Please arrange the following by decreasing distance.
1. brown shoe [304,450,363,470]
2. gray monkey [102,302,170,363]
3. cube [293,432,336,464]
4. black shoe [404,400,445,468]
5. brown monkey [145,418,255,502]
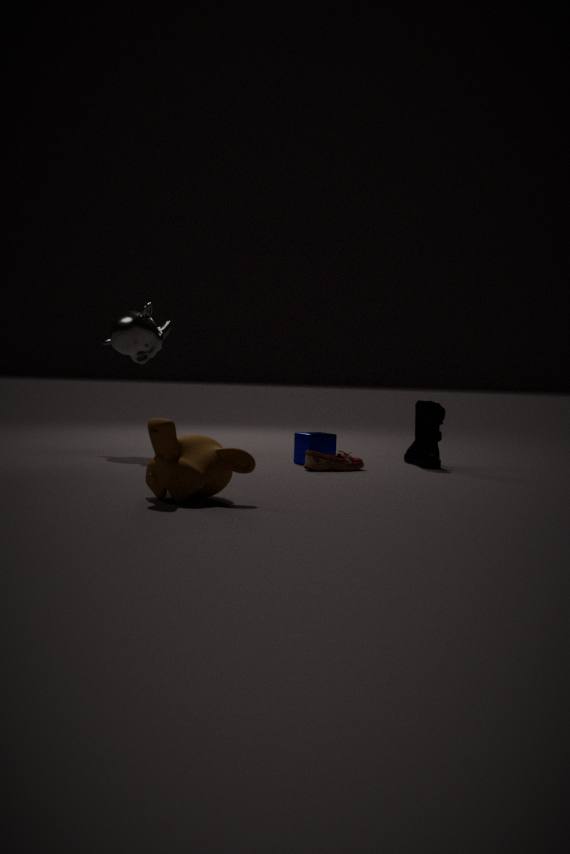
gray monkey [102,302,170,363] < black shoe [404,400,445,468] < cube [293,432,336,464] < brown shoe [304,450,363,470] < brown monkey [145,418,255,502]
